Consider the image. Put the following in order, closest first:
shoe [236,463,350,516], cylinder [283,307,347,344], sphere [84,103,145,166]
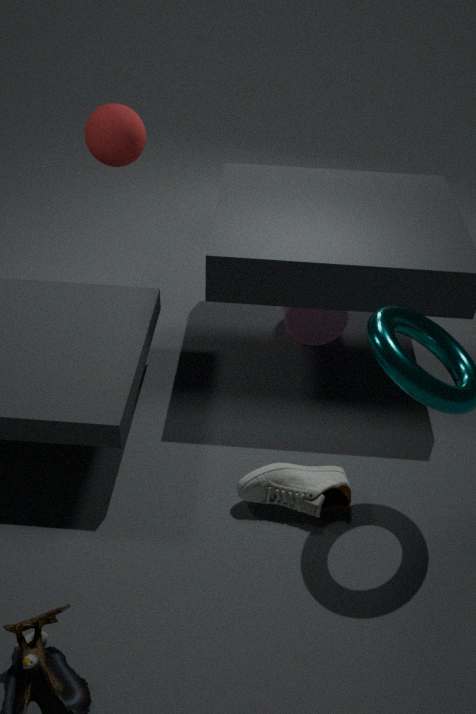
shoe [236,463,350,516] < cylinder [283,307,347,344] < sphere [84,103,145,166]
